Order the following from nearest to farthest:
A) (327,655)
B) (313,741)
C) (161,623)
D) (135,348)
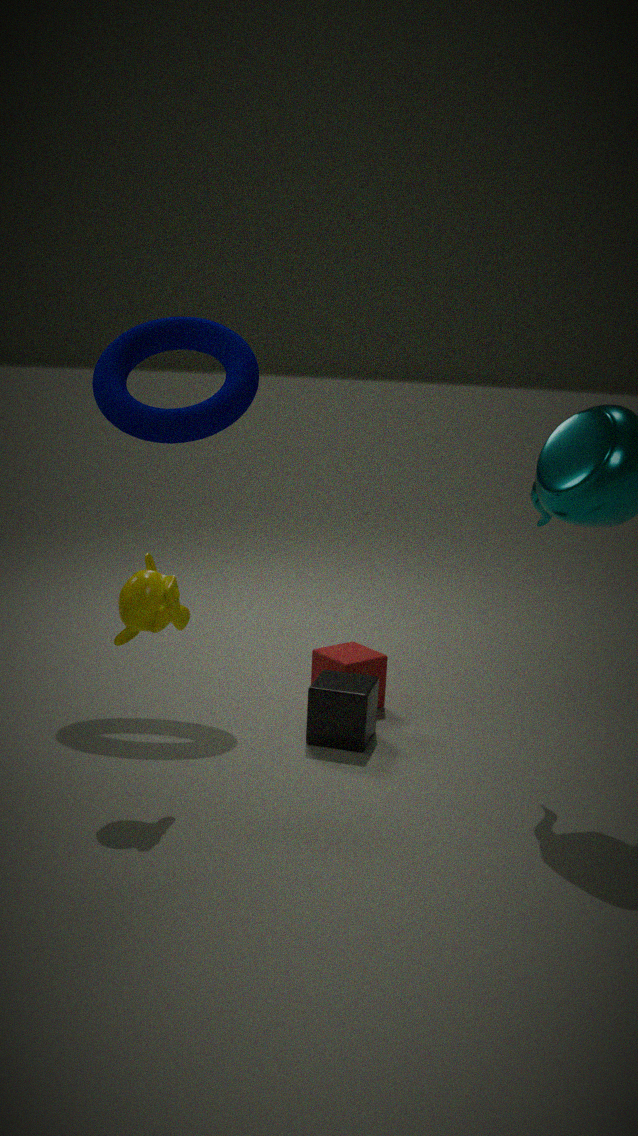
(161,623) < (313,741) < (327,655) < (135,348)
